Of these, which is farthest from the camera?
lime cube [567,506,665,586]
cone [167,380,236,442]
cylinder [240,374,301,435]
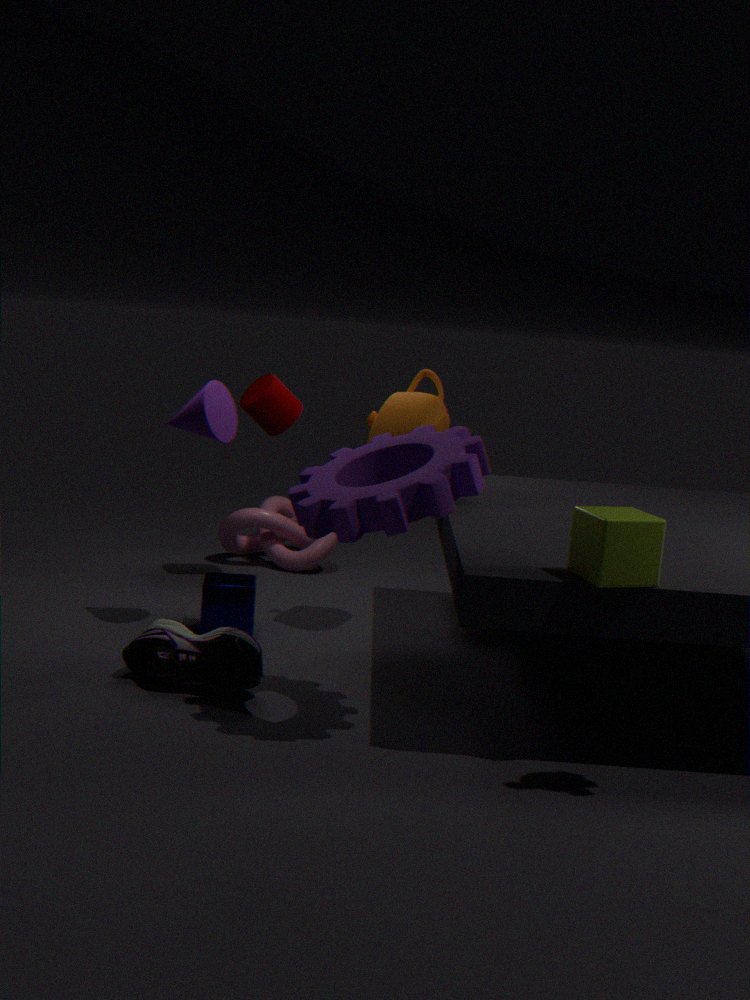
cylinder [240,374,301,435]
